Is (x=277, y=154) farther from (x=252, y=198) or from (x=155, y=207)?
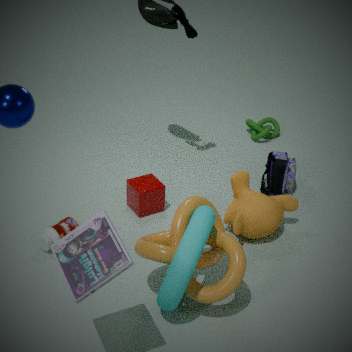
(x=155, y=207)
